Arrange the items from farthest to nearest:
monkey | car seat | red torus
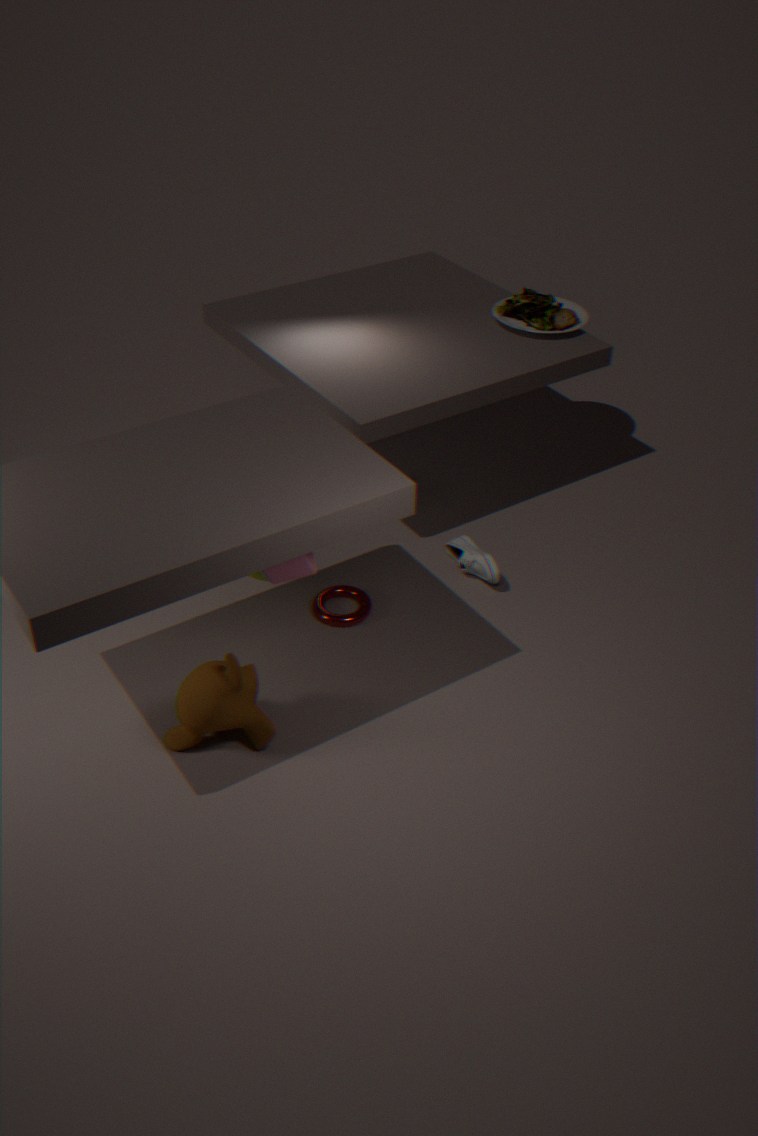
car seat < red torus < monkey
